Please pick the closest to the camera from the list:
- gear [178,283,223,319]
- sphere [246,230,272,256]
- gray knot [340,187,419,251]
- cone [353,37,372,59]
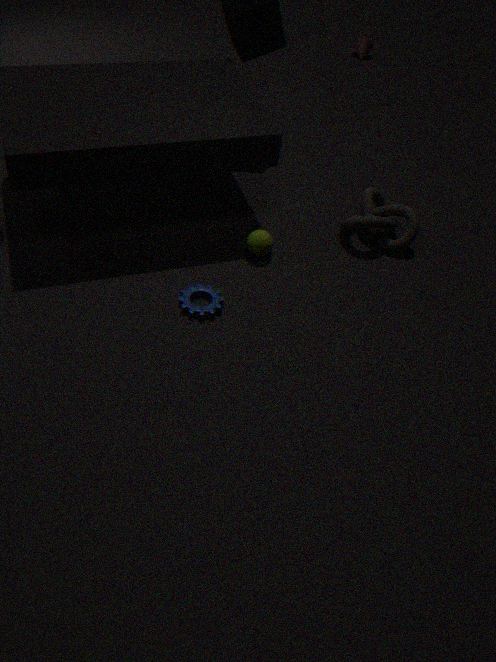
gear [178,283,223,319]
